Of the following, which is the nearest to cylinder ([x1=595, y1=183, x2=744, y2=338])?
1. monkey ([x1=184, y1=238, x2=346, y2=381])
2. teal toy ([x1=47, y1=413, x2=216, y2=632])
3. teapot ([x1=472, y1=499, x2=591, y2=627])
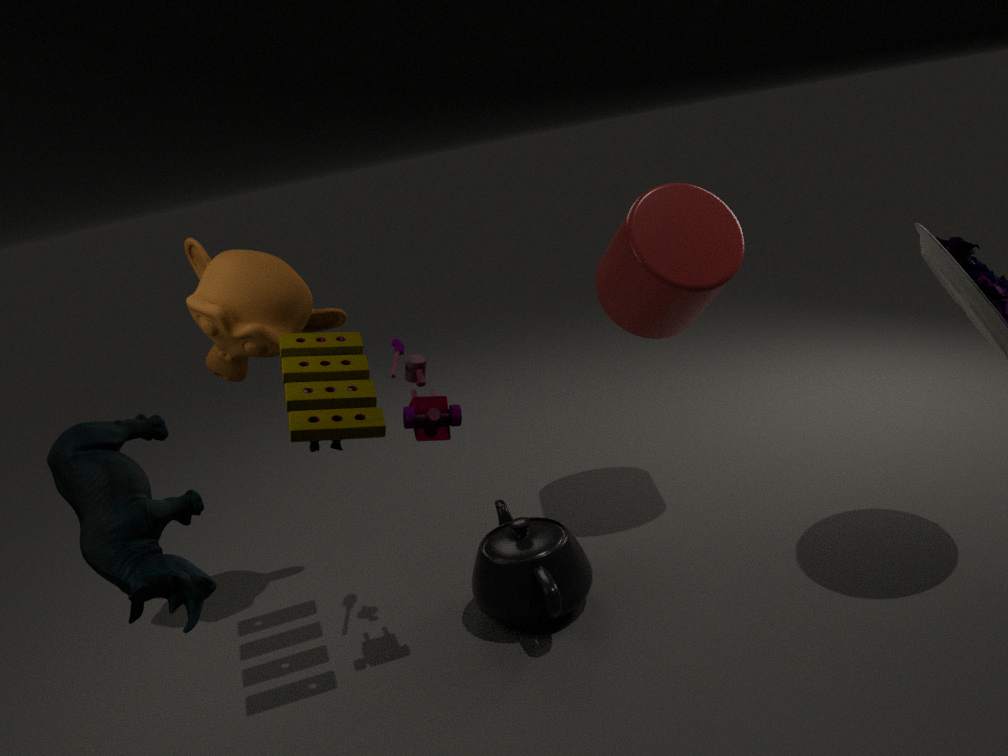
teapot ([x1=472, y1=499, x2=591, y2=627])
